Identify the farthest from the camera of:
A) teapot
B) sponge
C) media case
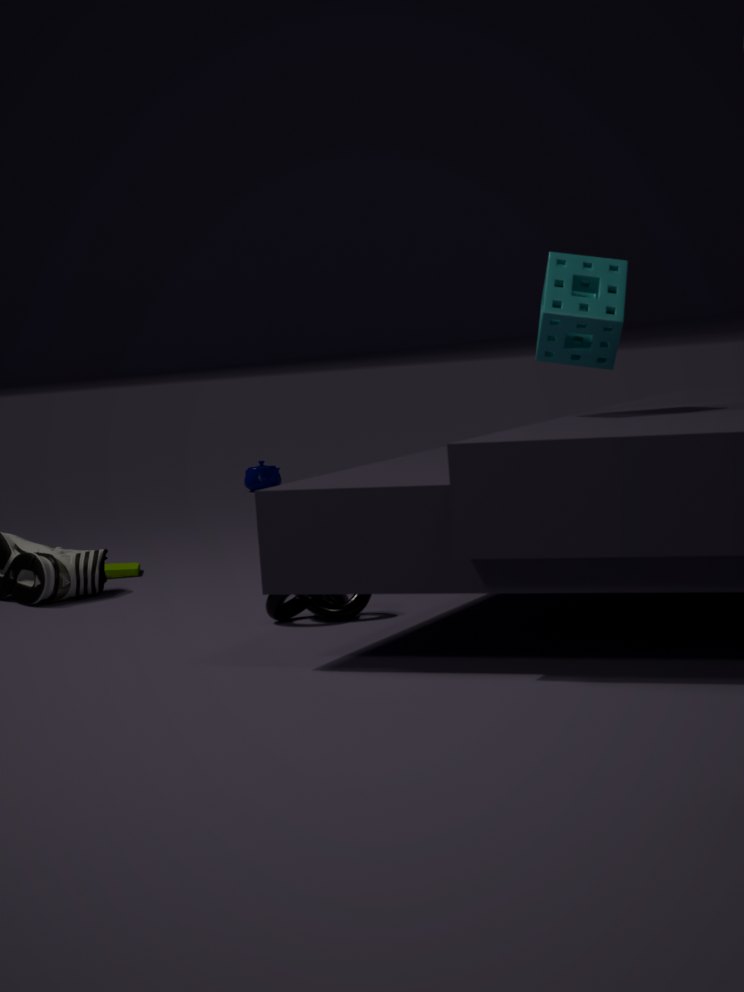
A. teapot
